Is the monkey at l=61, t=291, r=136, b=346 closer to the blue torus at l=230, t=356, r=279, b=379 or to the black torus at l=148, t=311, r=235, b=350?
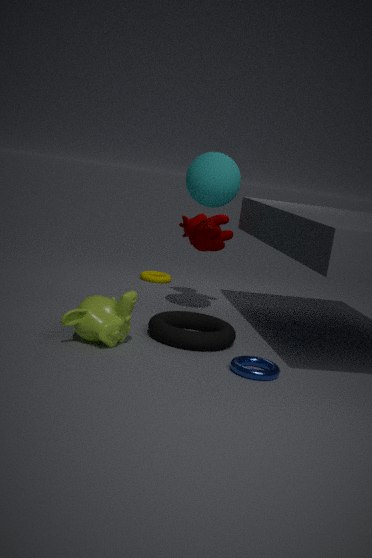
the black torus at l=148, t=311, r=235, b=350
